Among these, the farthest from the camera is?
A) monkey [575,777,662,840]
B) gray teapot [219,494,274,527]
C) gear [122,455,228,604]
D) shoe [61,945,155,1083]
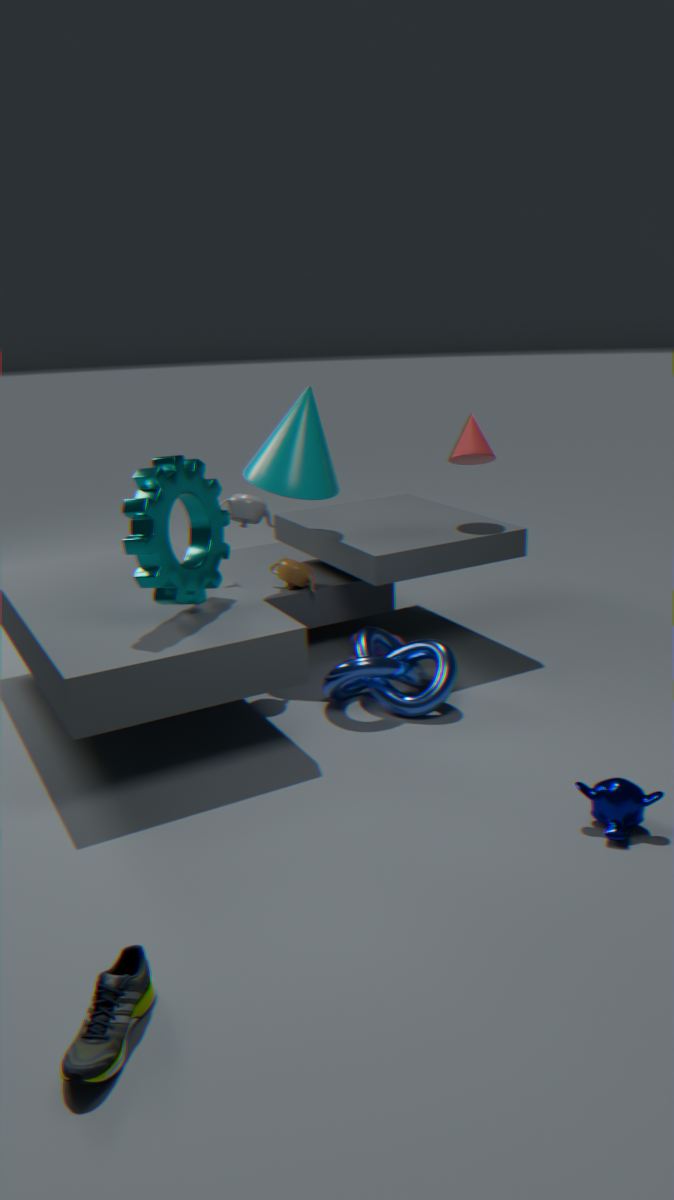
B. gray teapot [219,494,274,527]
